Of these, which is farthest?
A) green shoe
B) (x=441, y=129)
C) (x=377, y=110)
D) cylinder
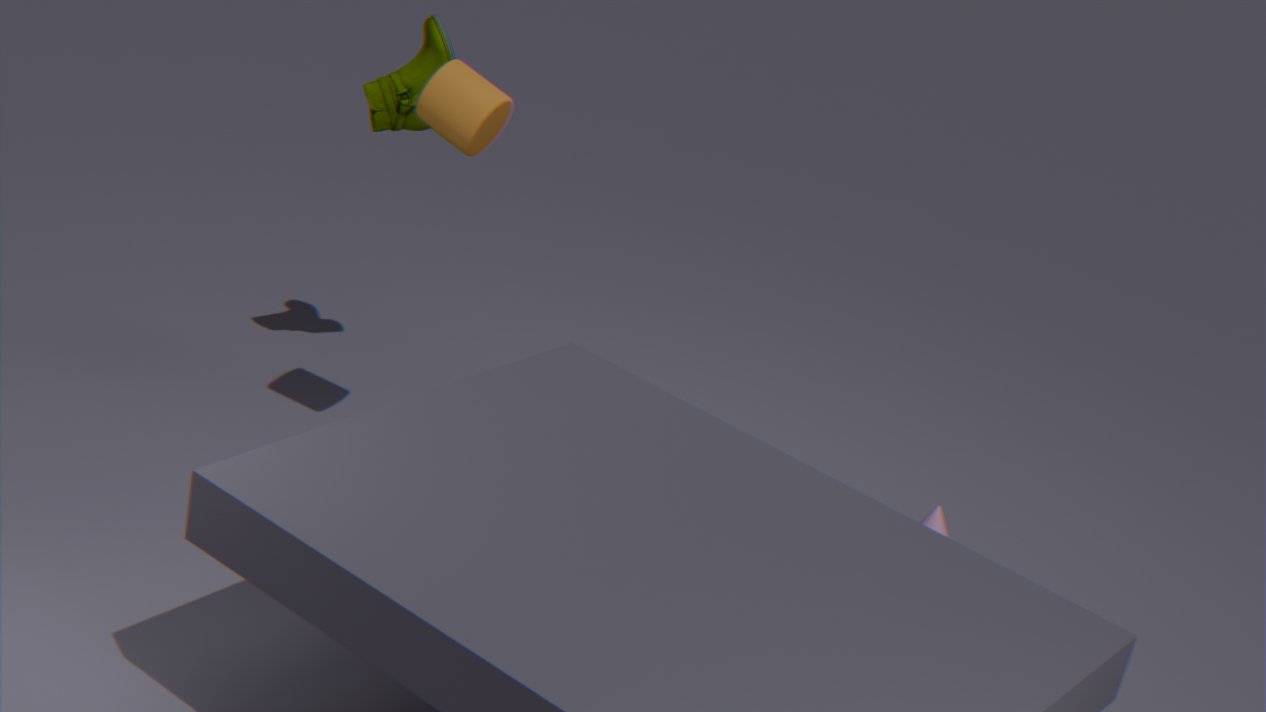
(x=377, y=110)
